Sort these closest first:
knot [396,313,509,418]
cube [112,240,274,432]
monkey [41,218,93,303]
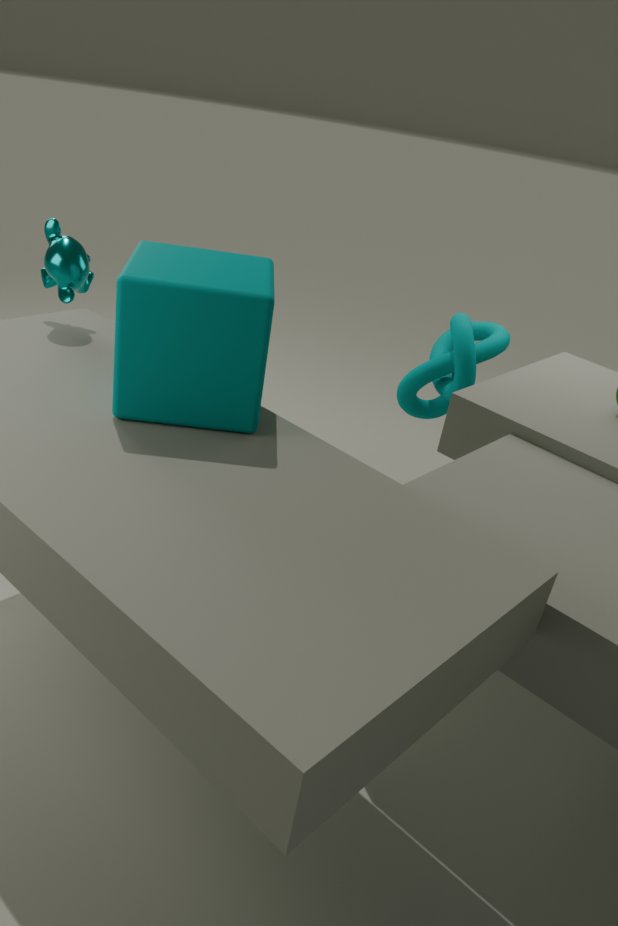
cube [112,240,274,432] → monkey [41,218,93,303] → knot [396,313,509,418]
